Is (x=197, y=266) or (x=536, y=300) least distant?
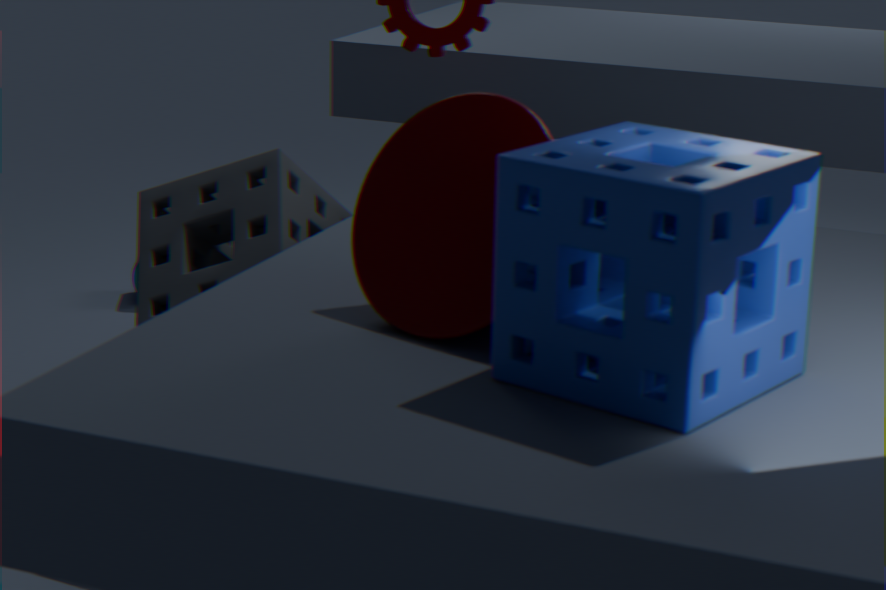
(x=536, y=300)
